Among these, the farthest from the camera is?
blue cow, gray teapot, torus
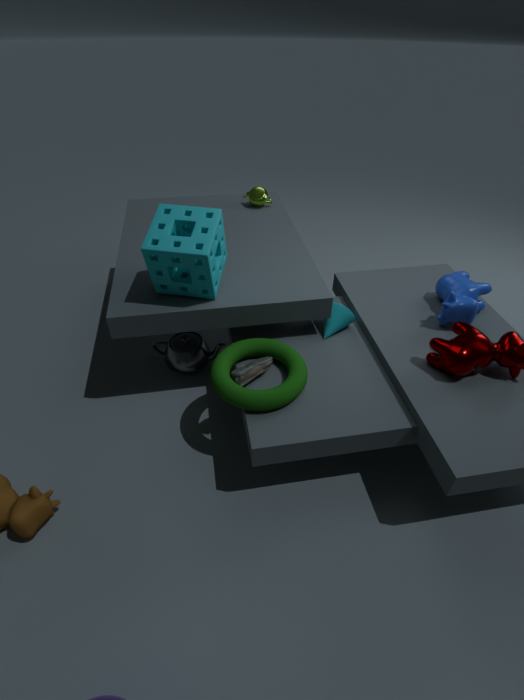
gray teapot
